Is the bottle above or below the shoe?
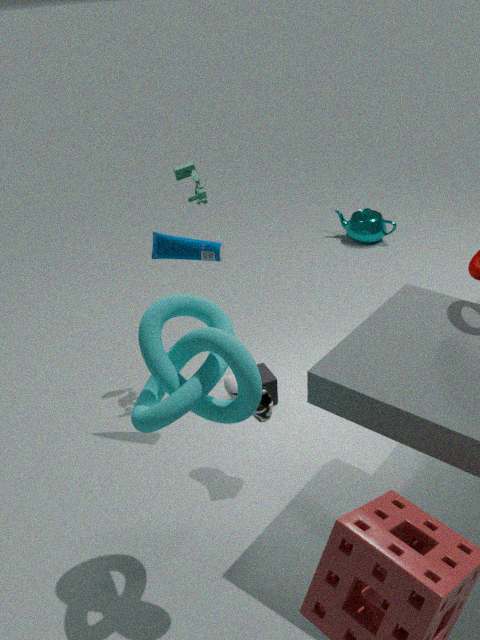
above
